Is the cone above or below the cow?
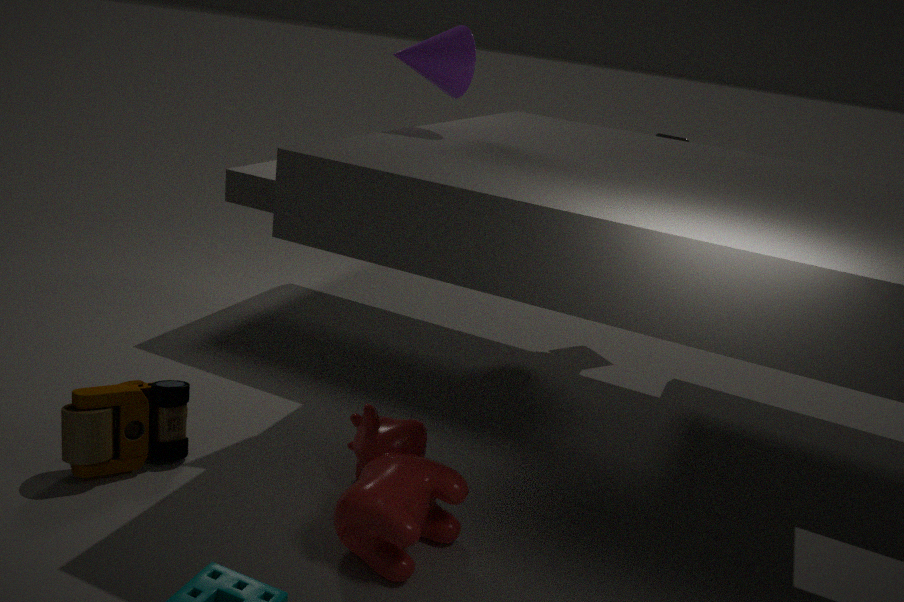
above
